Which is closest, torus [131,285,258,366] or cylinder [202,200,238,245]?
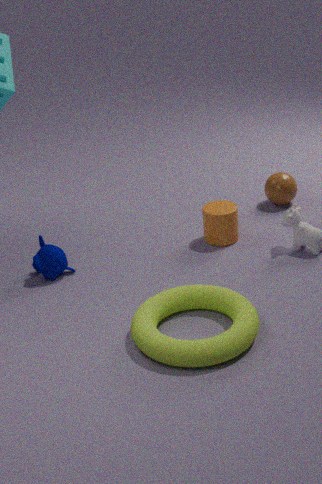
torus [131,285,258,366]
